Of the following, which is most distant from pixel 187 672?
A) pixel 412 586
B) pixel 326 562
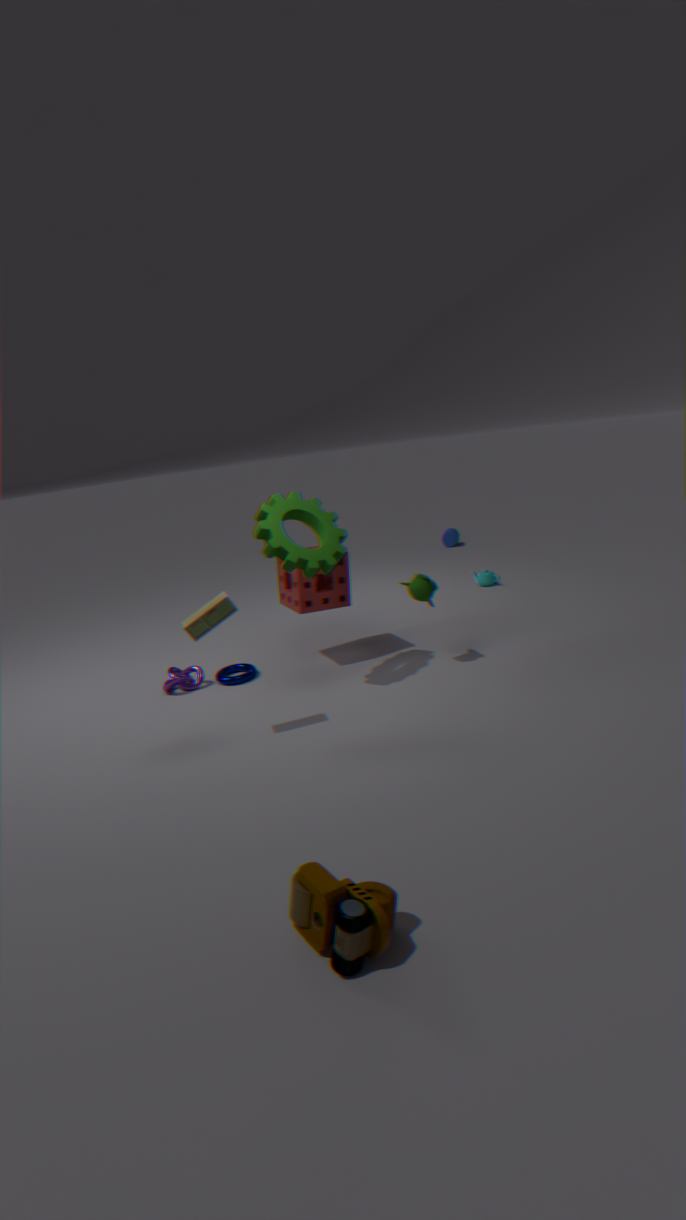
pixel 412 586
